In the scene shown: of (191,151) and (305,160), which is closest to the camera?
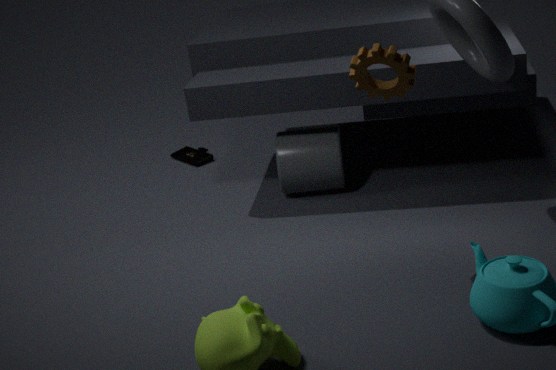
(305,160)
